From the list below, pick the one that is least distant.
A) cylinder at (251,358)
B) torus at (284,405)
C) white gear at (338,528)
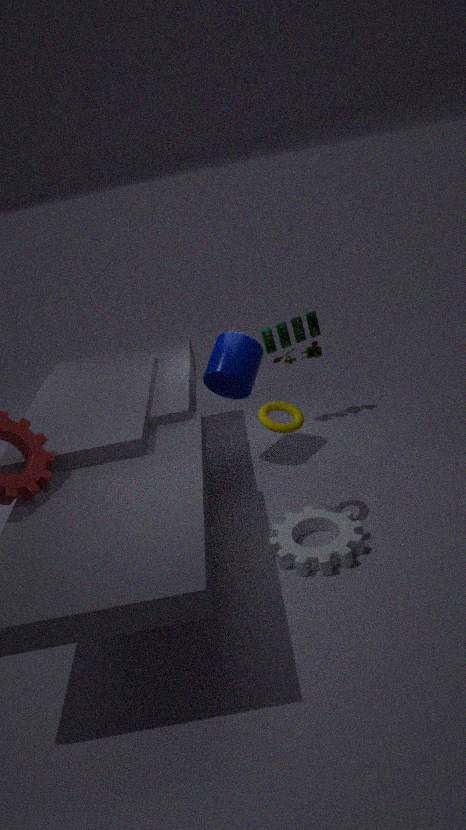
white gear at (338,528)
